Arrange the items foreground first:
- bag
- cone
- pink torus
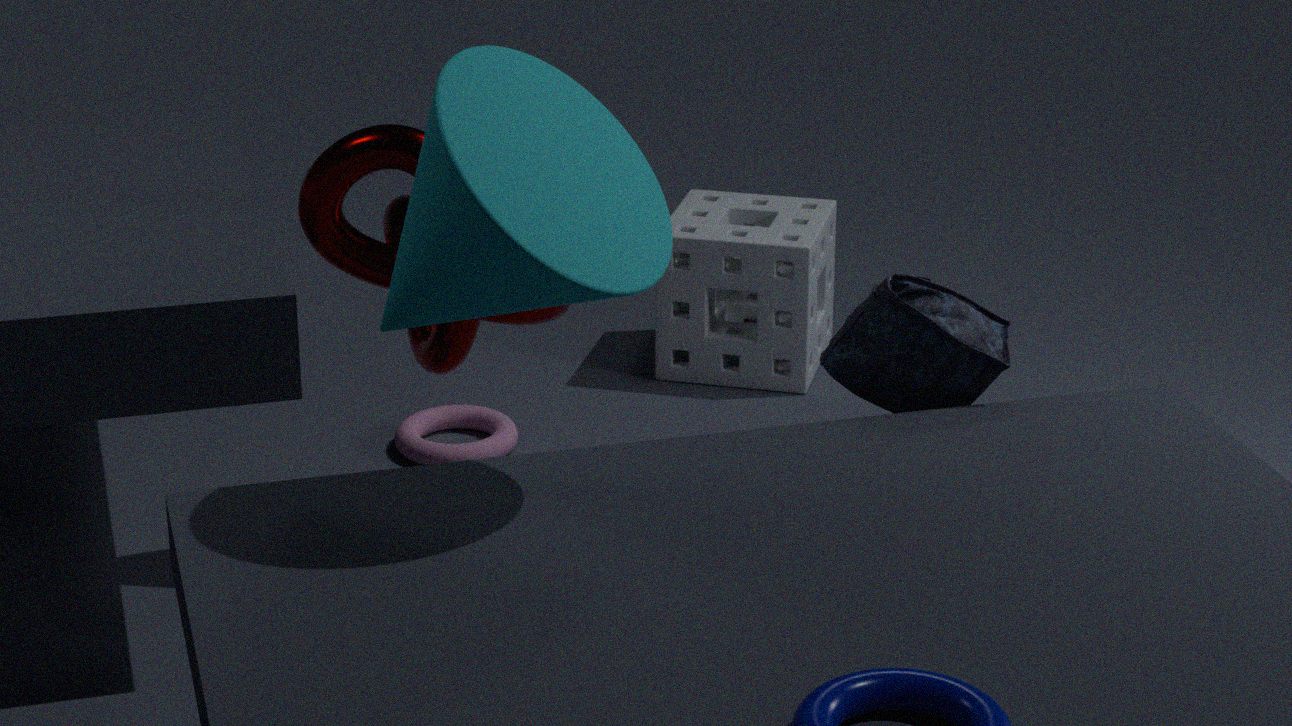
1. cone
2. bag
3. pink torus
